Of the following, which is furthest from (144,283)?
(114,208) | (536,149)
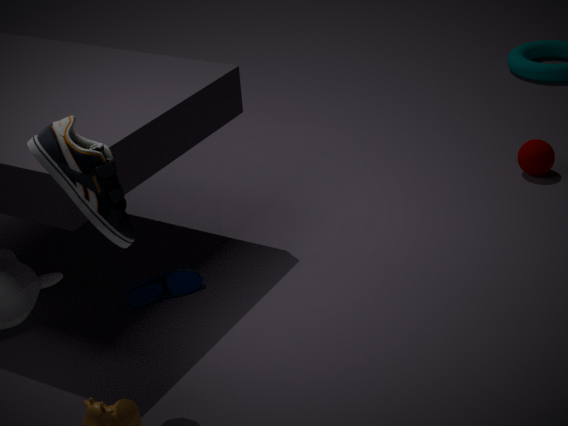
(536,149)
